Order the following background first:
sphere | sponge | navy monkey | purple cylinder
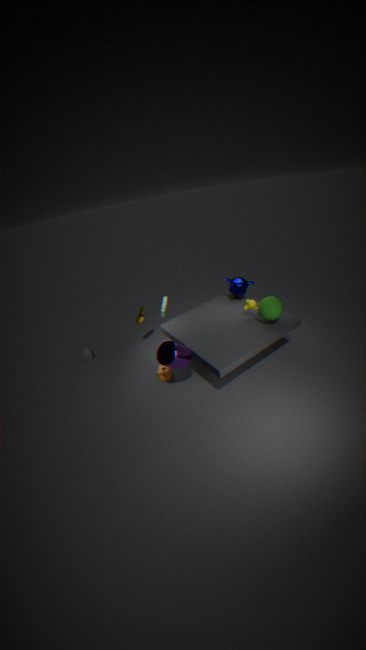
navy monkey < sponge < sphere < purple cylinder
